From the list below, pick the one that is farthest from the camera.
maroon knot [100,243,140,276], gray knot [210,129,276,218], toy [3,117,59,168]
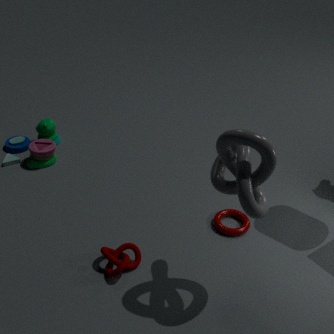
toy [3,117,59,168]
